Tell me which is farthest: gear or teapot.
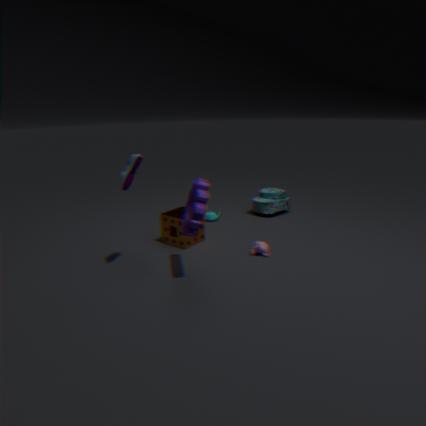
teapot
